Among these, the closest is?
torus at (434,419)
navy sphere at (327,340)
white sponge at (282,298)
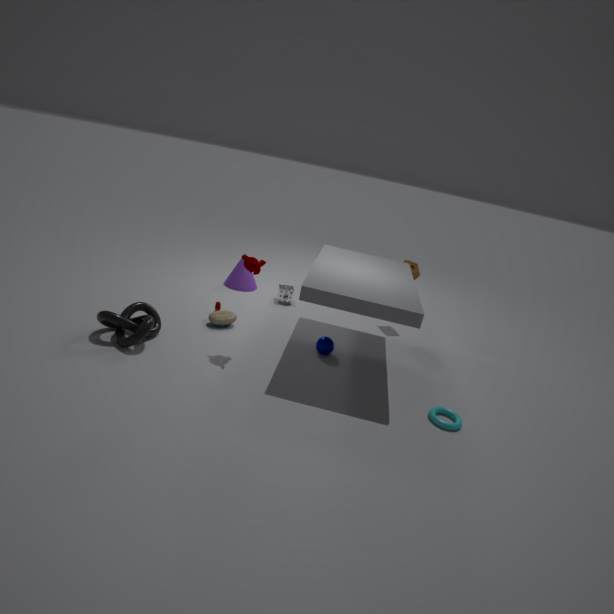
torus at (434,419)
